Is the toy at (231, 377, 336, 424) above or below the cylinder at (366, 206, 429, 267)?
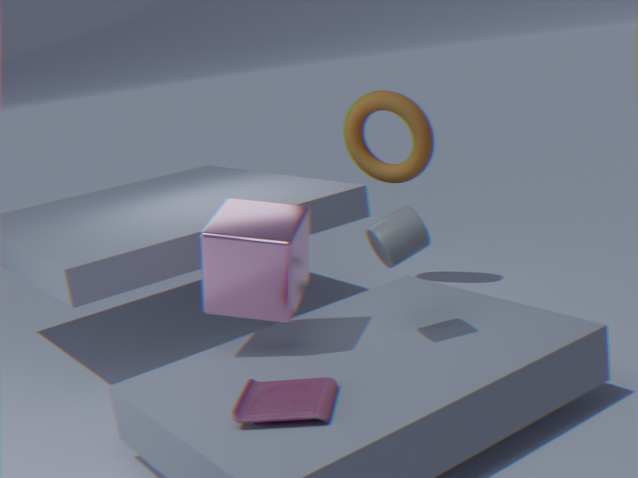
below
